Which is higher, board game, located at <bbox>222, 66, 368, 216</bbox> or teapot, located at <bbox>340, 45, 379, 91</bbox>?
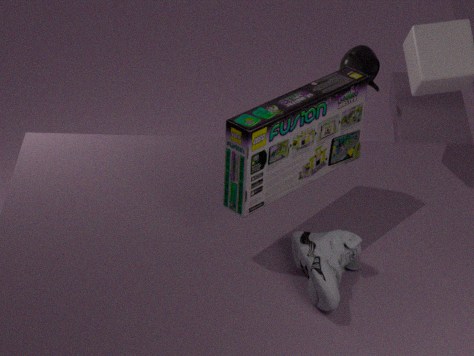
board game, located at <bbox>222, 66, 368, 216</bbox>
